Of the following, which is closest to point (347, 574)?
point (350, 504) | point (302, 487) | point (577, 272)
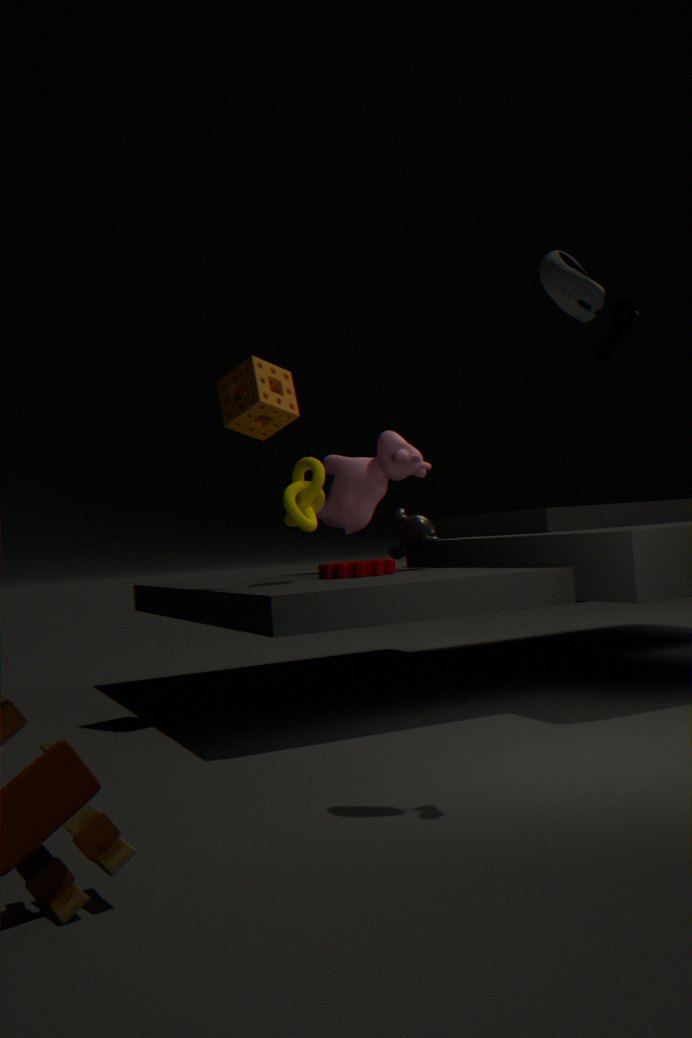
point (302, 487)
